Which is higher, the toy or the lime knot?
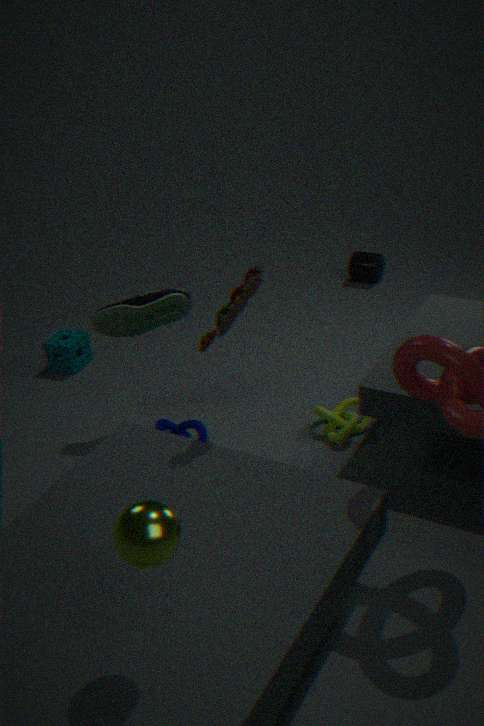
the toy
